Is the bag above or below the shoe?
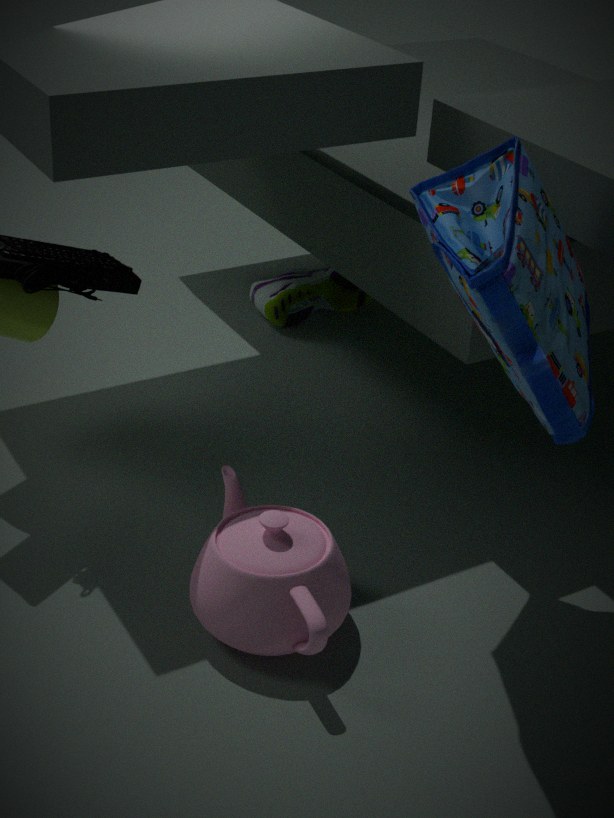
above
